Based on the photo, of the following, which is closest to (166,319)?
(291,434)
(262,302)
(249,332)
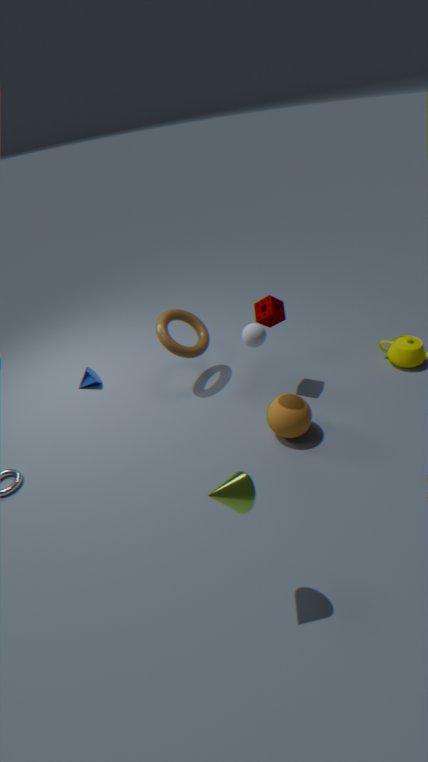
(262,302)
